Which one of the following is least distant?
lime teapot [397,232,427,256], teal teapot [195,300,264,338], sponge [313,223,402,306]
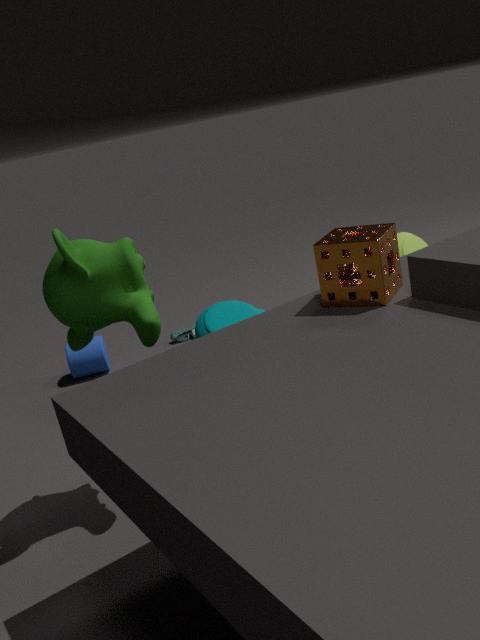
sponge [313,223,402,306]
